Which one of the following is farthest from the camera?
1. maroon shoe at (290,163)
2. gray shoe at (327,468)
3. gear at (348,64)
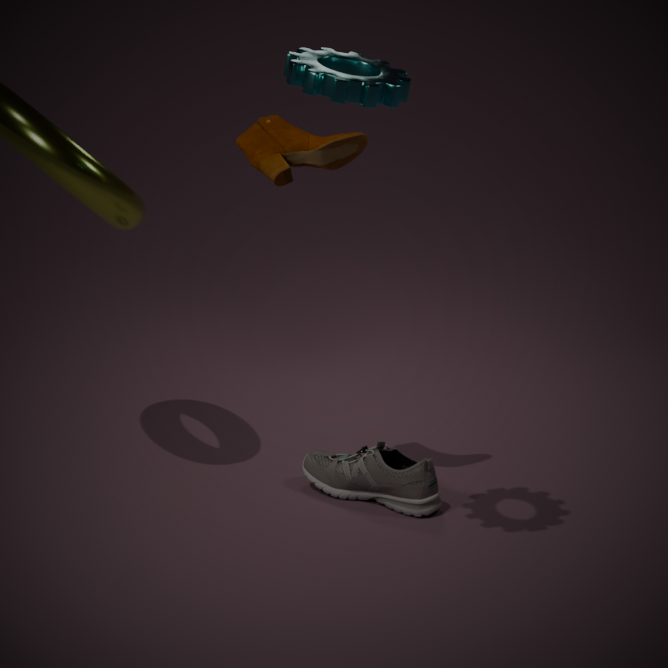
gray shoe at (327,468)
